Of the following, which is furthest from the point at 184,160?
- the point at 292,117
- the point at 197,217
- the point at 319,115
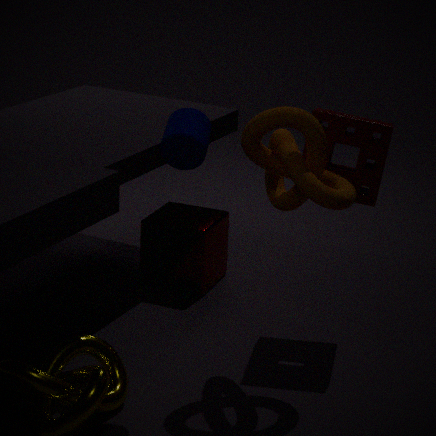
the point at 197,217
